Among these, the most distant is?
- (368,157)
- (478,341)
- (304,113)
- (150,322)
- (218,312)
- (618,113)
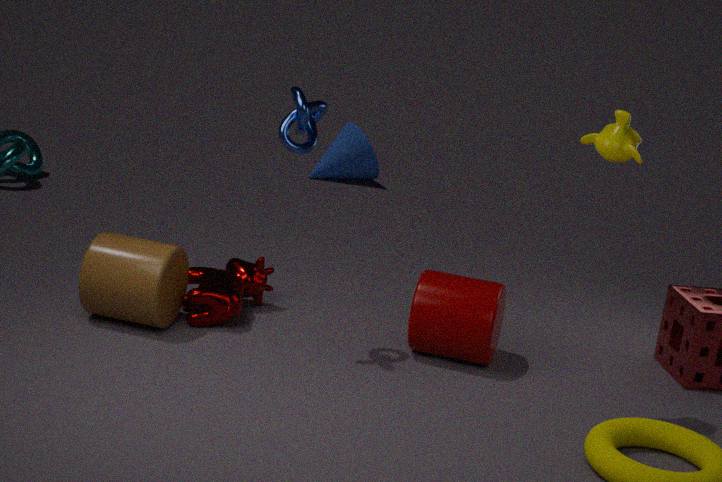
(368,157)
